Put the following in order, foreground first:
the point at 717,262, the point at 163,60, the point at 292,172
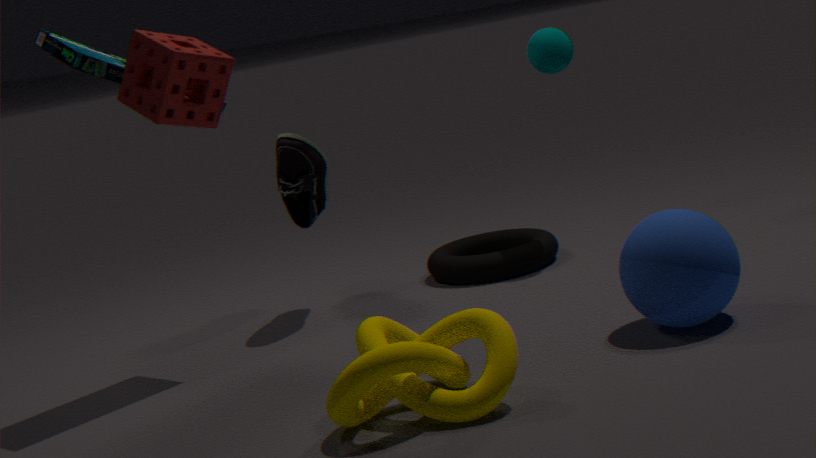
the point at 163,60
the point at 717,262
the point at 292,172
